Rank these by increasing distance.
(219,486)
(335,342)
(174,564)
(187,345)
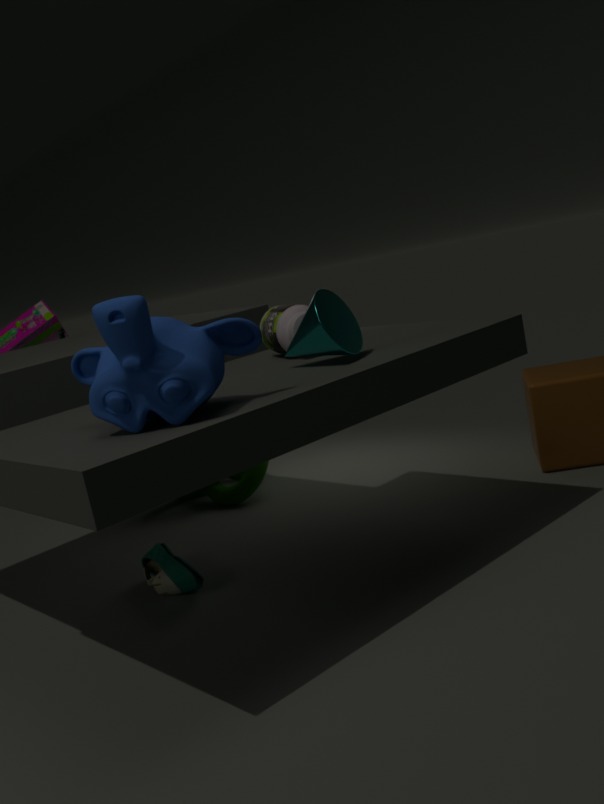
(187,345) → (335,342) → (174,564) → (219,486)
